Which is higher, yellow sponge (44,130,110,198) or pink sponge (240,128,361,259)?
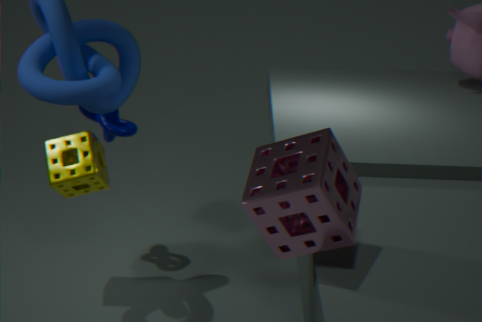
pink sponge (240,128,361,259)
